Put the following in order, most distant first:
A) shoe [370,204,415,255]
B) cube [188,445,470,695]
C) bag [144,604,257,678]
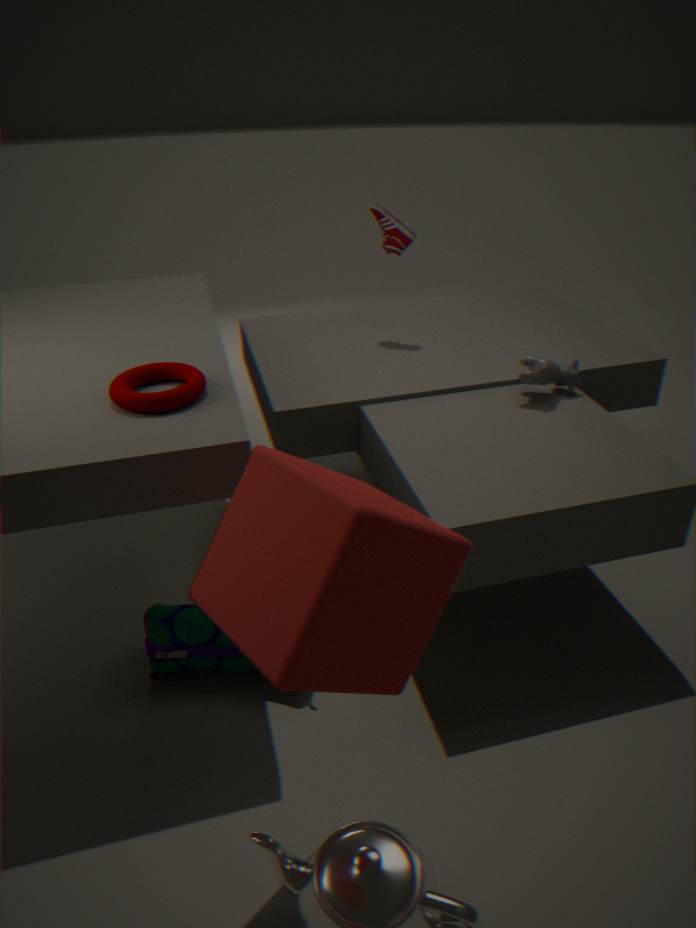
shoe [370,204,415,255] → bag [144,604,257,678] → cube [188,445,470,695]
